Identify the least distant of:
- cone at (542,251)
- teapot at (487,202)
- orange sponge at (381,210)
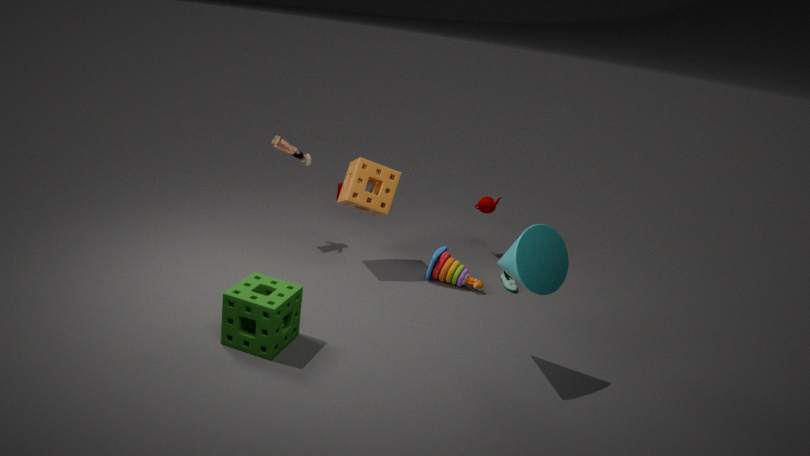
cone at (542,251)
